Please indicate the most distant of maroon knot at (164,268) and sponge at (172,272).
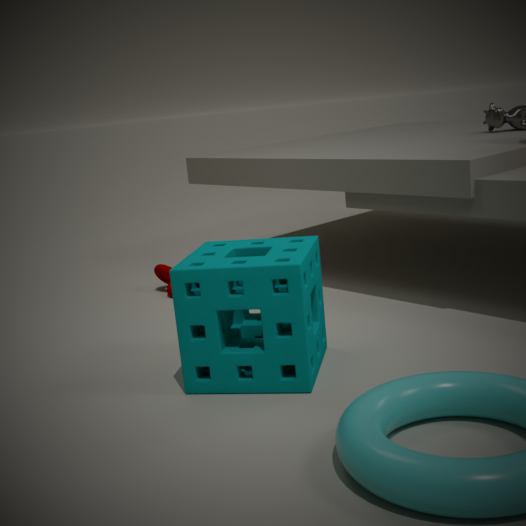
maroon knot at (164,268)
